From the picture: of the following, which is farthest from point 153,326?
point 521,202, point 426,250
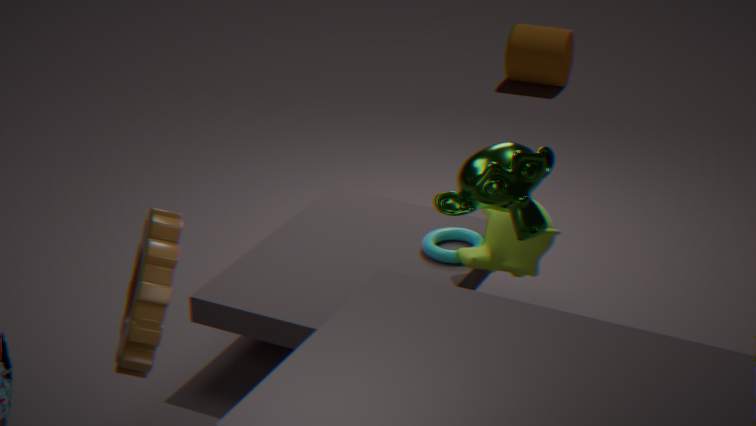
point 426,250
